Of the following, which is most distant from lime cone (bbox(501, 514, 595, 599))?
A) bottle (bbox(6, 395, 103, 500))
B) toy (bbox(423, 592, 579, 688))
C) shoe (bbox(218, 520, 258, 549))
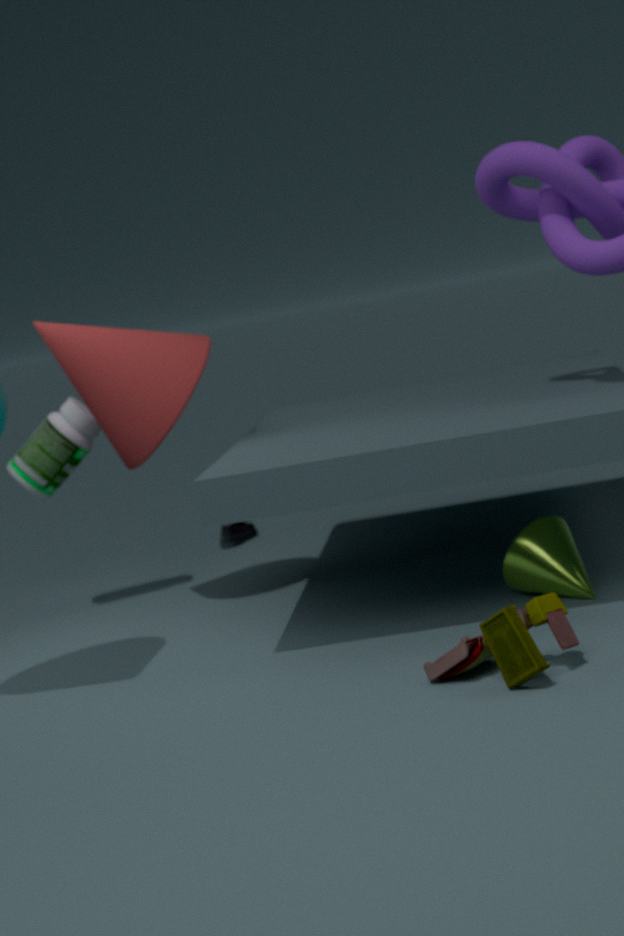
shoe (bbox(218, 520, 258, 549))
